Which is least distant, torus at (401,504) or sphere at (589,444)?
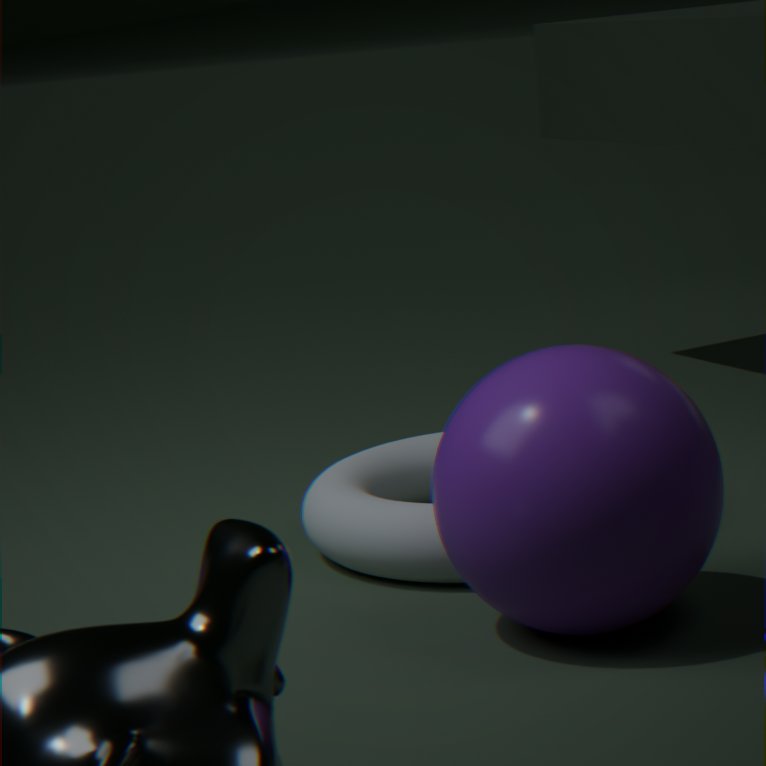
sphere at (589,444)
